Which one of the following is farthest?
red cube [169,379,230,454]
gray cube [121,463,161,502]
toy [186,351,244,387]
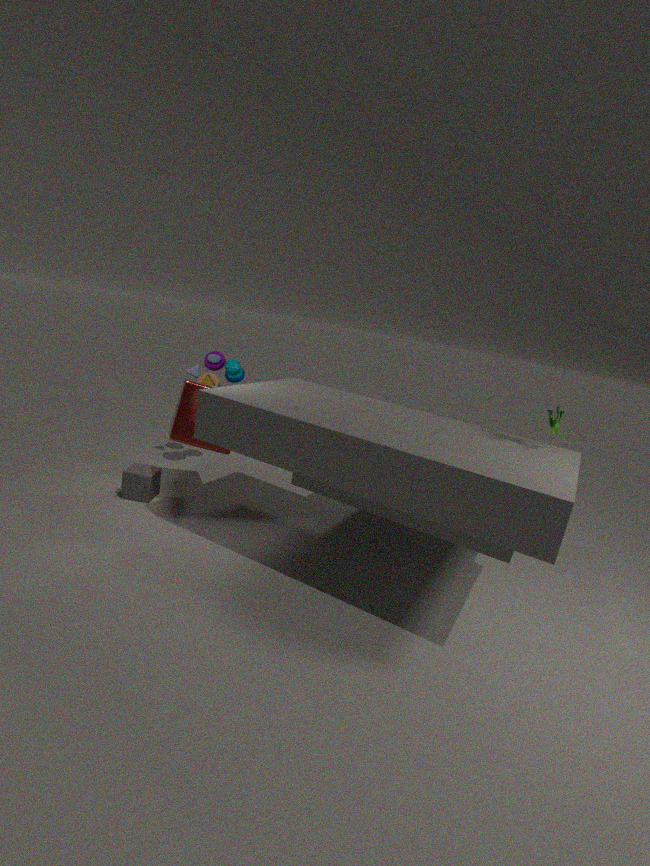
toy [186,351,244,387]
